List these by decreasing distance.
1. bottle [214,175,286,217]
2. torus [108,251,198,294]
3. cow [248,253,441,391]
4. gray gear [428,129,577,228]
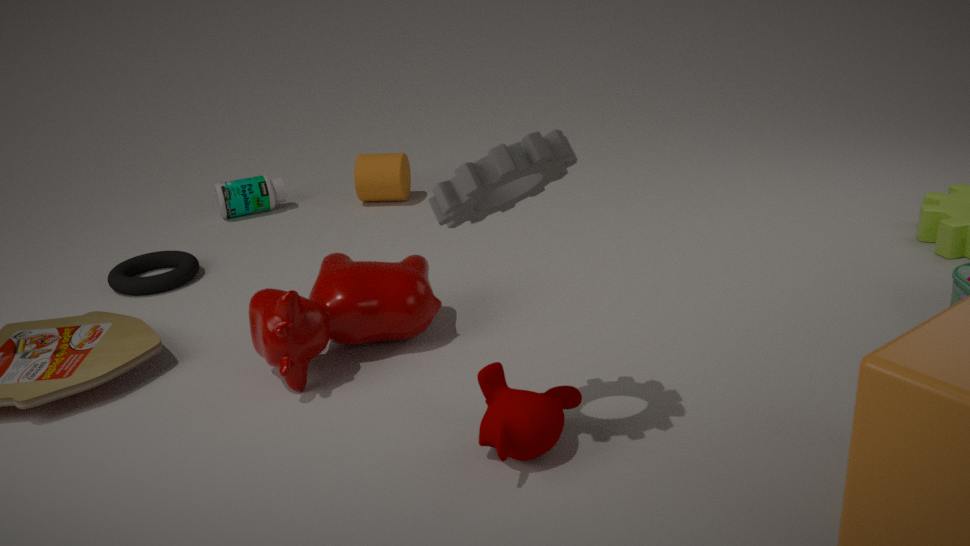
bottle [214,175,286,217] → torus [108,251,198,294] → cow [248,253,441,391] → gray gear [428,129,577,228]
